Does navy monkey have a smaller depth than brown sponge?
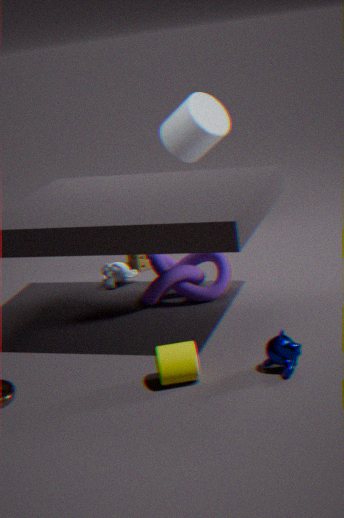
Yes
